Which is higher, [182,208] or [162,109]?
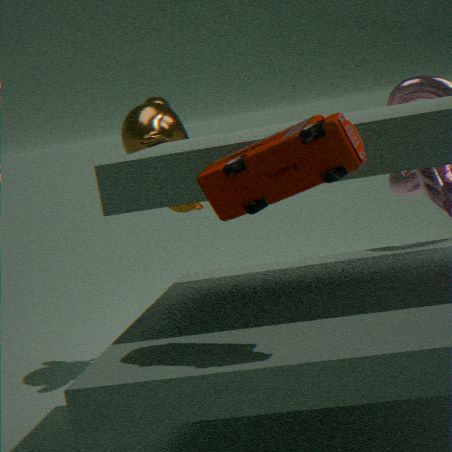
[162,109]
